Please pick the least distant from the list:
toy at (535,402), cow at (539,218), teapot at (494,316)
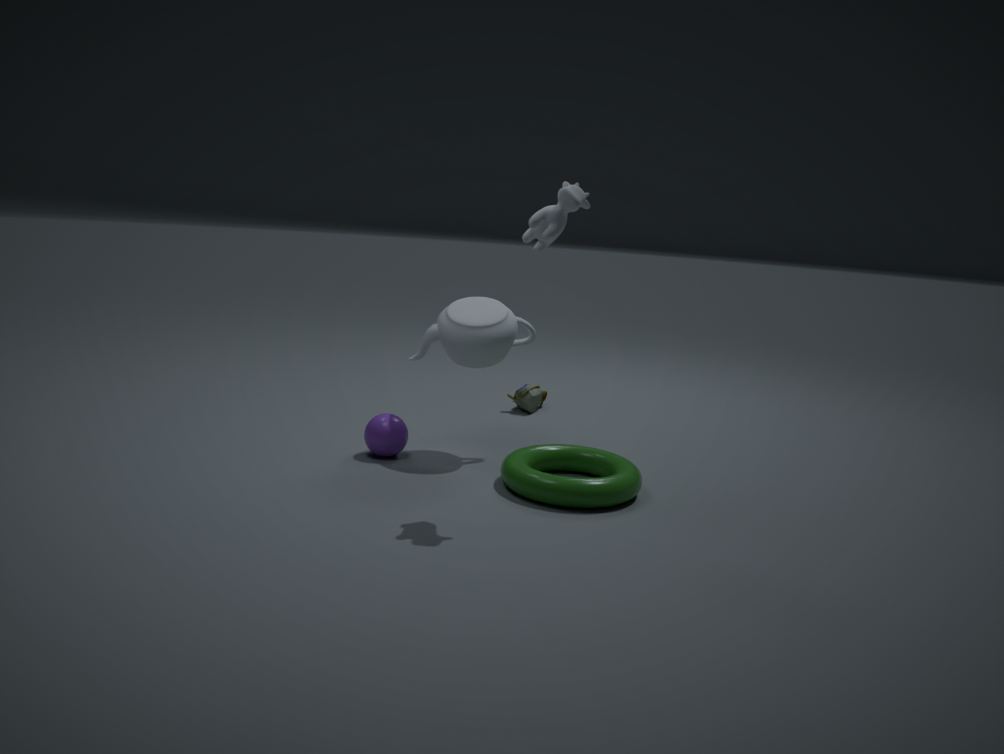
cow at (539,218)
